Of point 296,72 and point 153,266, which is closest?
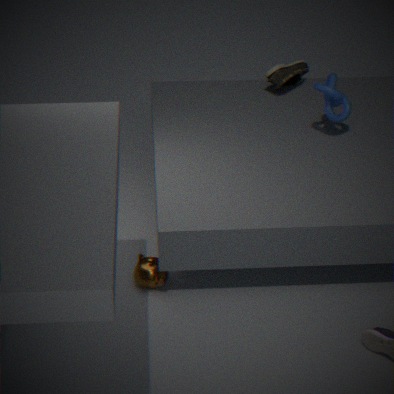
point 153,266
